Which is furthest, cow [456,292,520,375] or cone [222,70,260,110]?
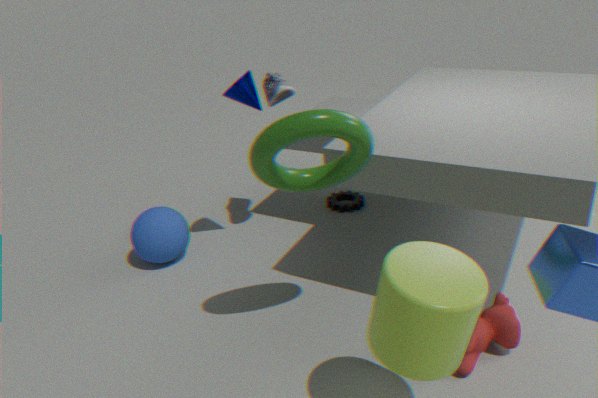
cone [222,70,260,110]
